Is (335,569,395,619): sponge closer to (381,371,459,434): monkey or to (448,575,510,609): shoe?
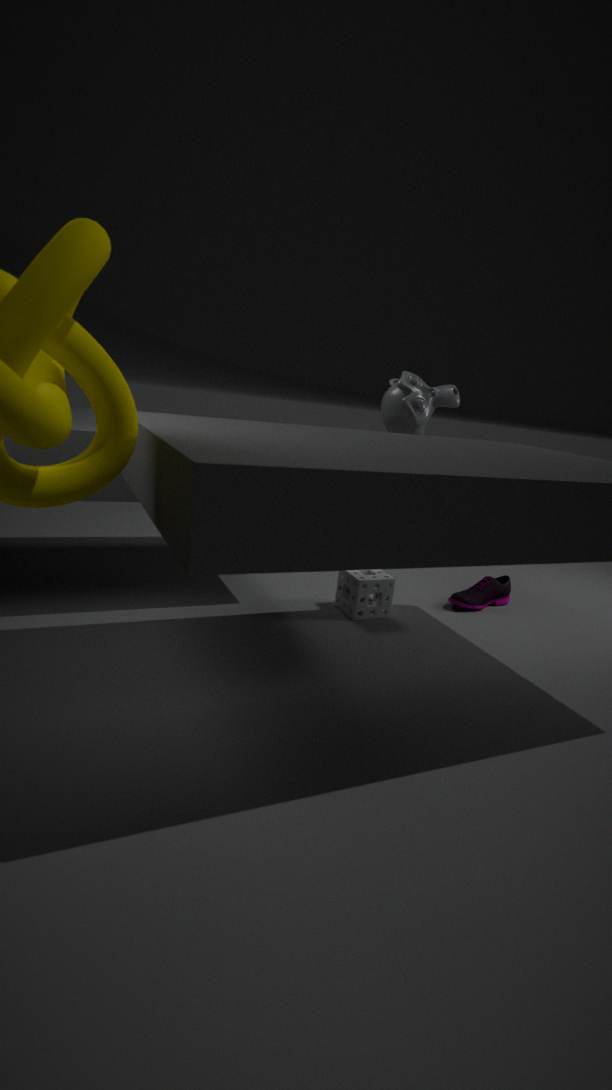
(448,575,510,609): shoe
